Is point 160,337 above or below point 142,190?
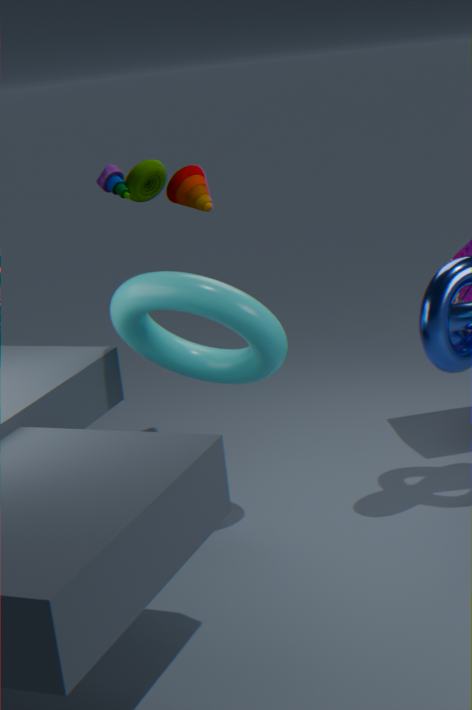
below
